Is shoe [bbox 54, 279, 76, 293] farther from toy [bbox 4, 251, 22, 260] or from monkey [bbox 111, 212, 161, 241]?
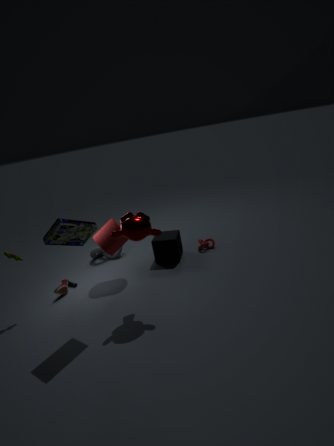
monkey [bbox 111, 212, 161, 241]
